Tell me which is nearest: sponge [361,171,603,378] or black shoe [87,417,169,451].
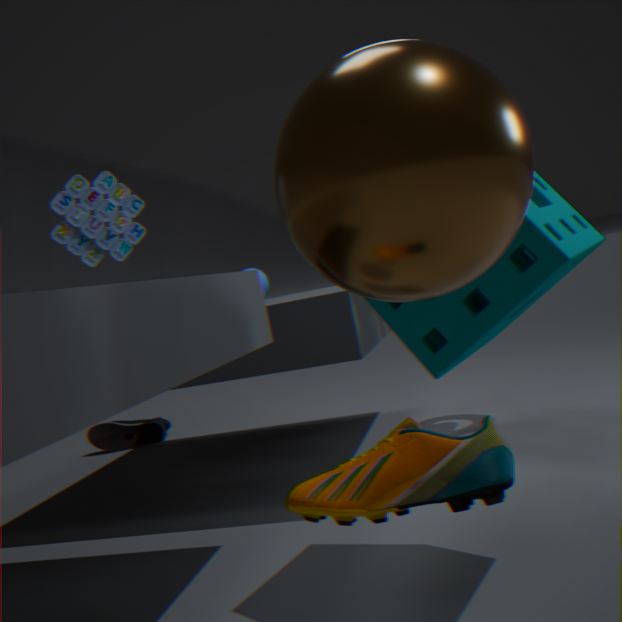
sponge [361,171,603,378]
